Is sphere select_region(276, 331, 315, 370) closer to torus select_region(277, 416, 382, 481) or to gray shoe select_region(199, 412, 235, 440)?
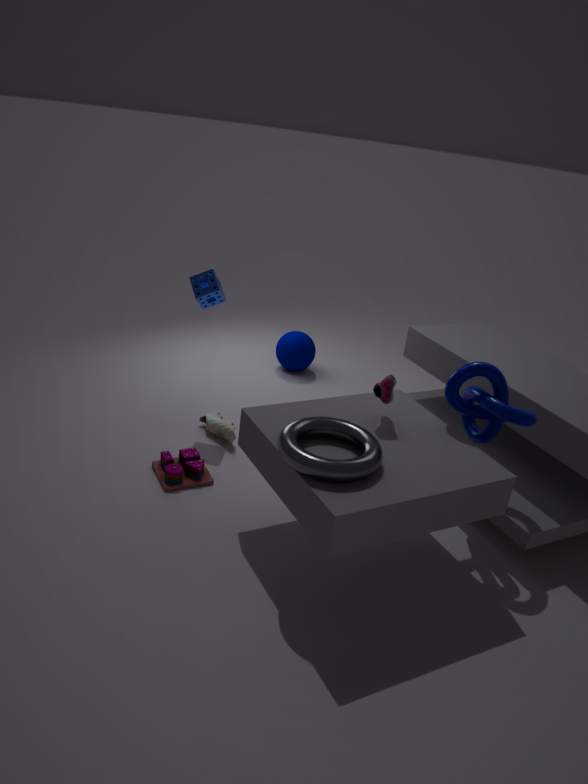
gray shoe select_region(199, 412, 235, 440)
